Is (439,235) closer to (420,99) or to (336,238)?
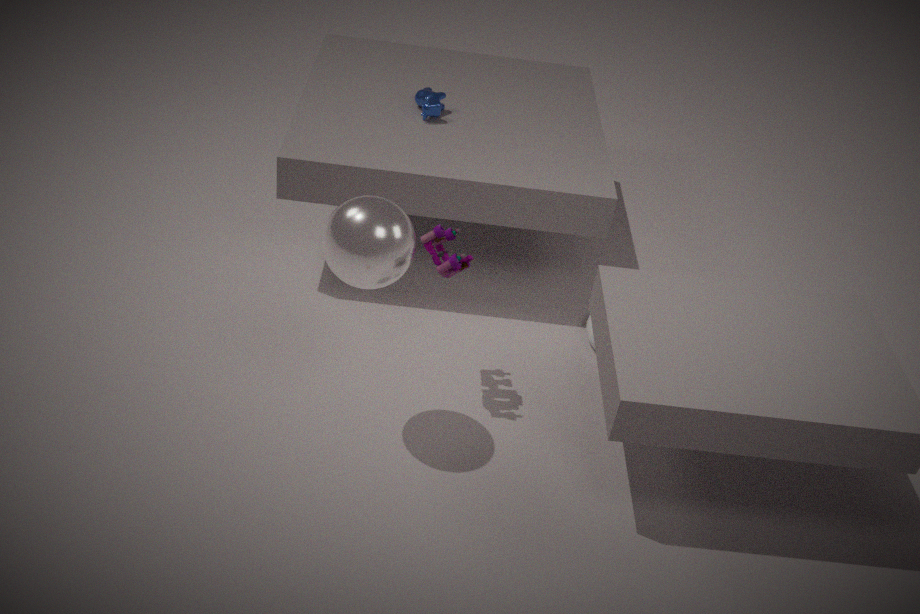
(336,238)
